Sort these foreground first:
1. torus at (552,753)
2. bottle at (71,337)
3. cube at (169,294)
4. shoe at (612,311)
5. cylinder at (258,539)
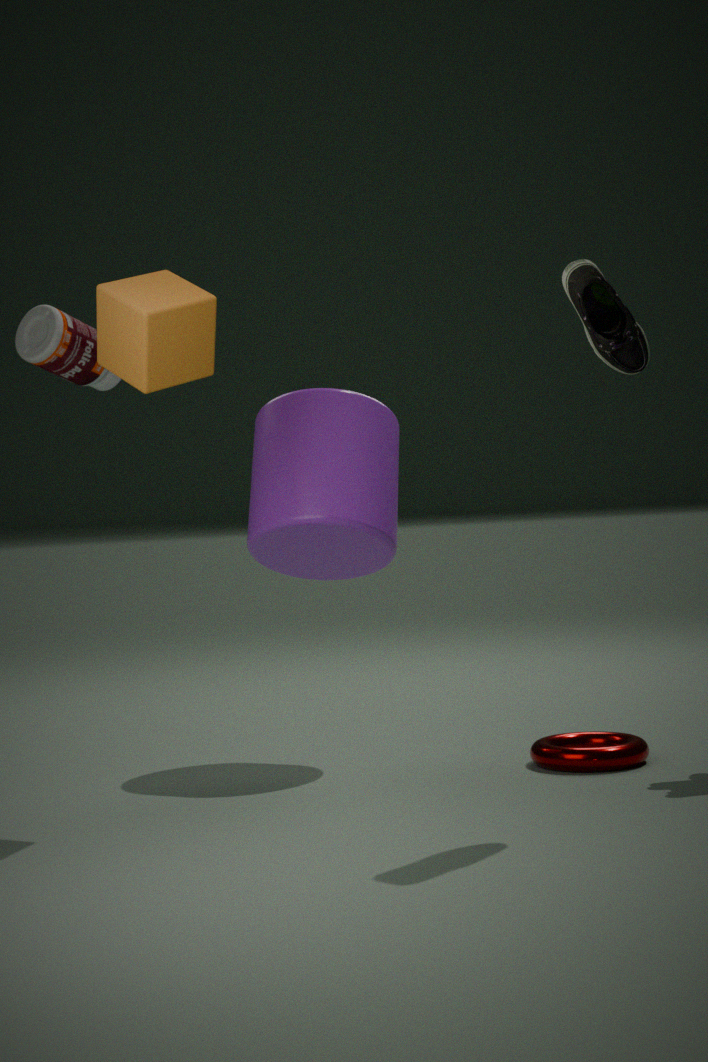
1. shoe at (612,311)
2. cube at (169,294)
3. torus at (552,753)
4. cylinder at (258,539)
5. bottle at (71,337)
